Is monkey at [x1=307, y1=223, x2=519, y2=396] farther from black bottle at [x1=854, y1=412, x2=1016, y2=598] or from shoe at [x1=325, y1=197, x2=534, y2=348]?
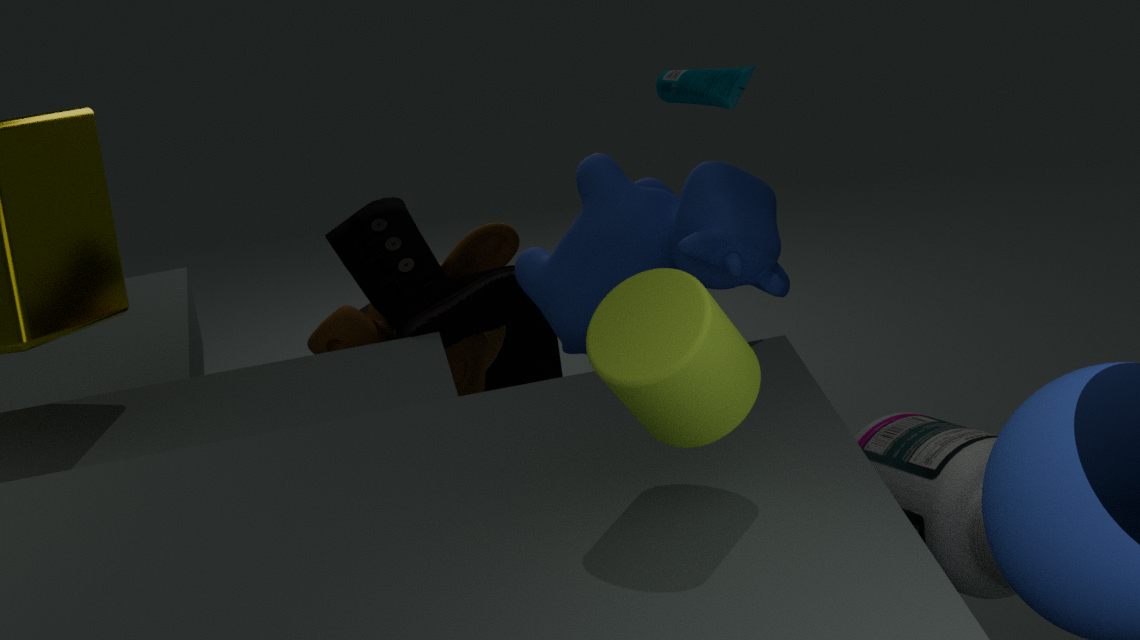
black bottle at [x1=854, y1=412, x2=1016, y2=598]
